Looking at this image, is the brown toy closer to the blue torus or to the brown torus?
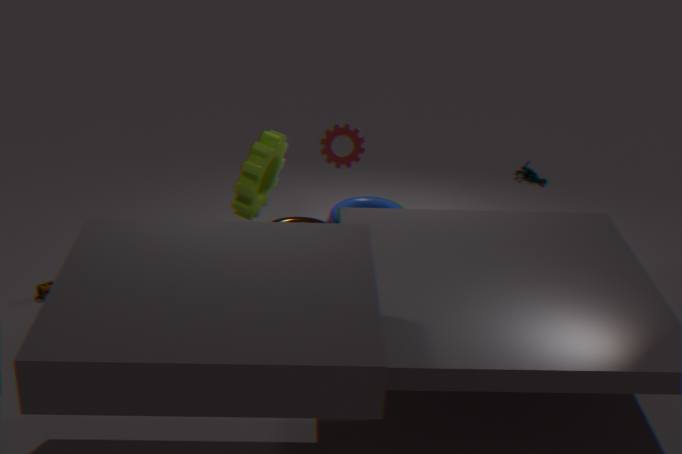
the brown torus
